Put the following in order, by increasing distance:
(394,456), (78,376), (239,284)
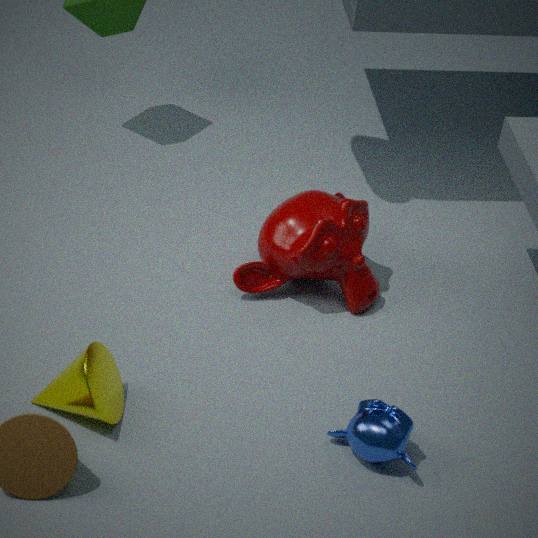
1. (78,376)
2. (394,456)
3. (239,284)
